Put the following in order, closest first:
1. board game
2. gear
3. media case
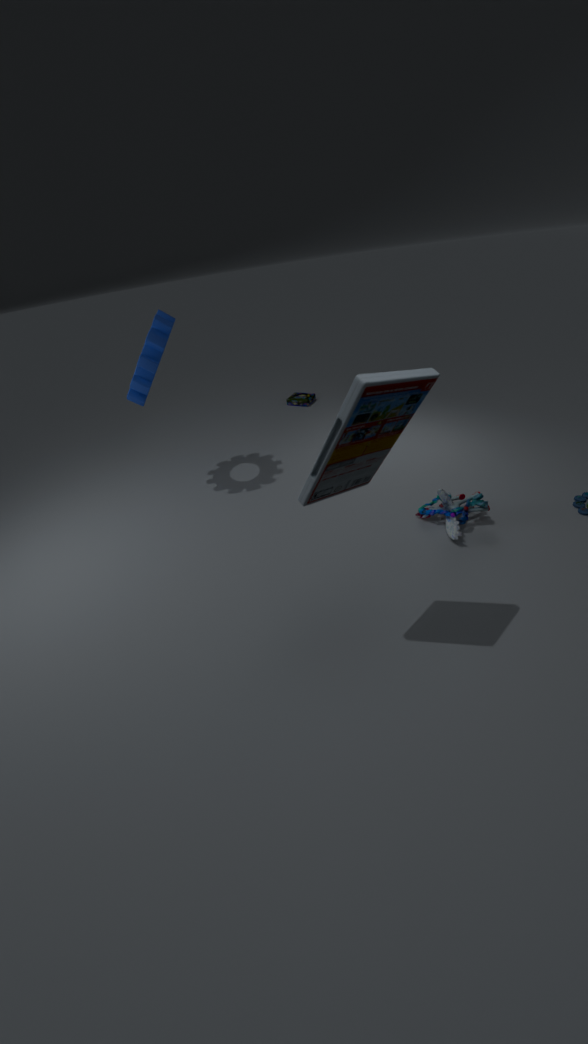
media case
gear
board game
